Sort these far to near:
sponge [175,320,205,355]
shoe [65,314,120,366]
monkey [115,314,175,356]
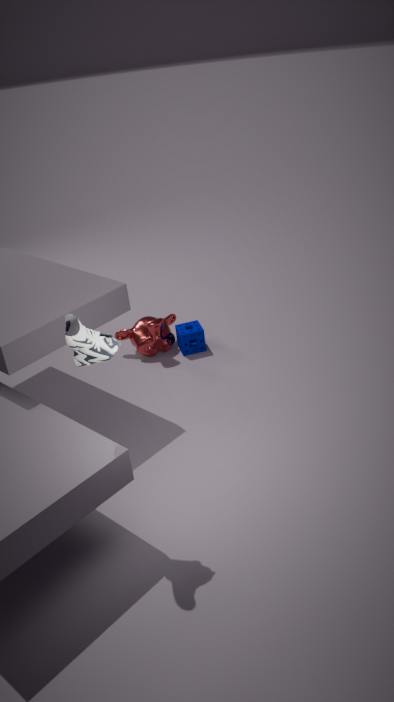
sponge [175,320,205,355]
monkey [115,314,175,356]
shoe [65,314,120,366]
